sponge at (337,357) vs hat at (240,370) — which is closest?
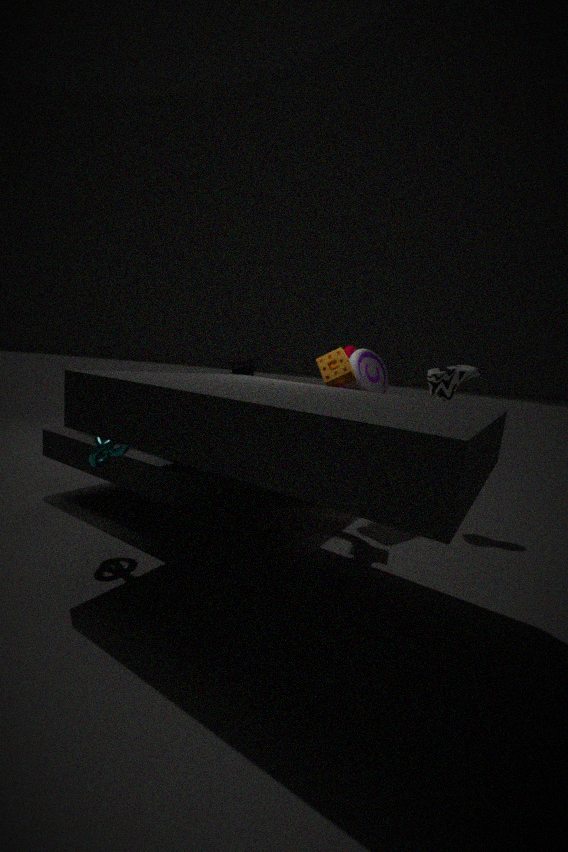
sponge at (337,357)
